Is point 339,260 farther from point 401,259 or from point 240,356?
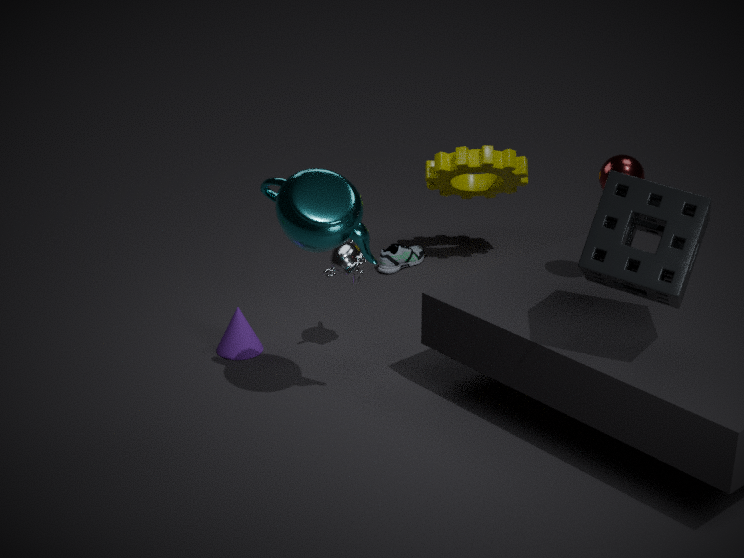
point 401,259
